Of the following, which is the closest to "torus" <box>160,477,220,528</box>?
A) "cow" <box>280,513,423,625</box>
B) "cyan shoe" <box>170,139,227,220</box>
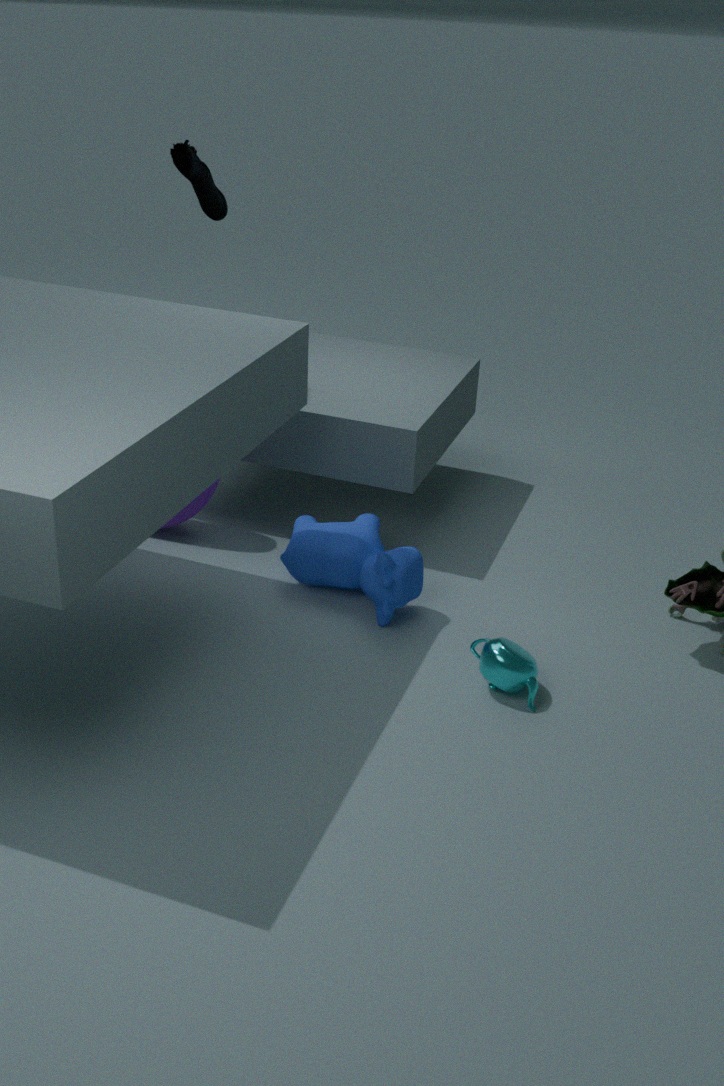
"cow" <box>280,513,423,625</box>
